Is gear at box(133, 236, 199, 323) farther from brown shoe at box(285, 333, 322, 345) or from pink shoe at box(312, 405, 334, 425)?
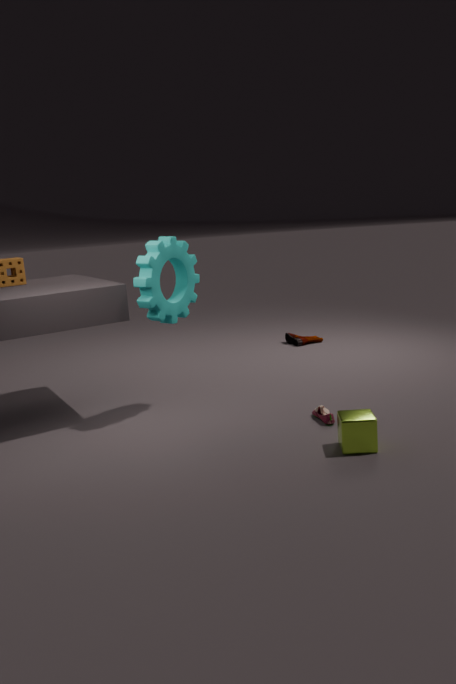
brown shoe at box(285, 333, 322, 345)
